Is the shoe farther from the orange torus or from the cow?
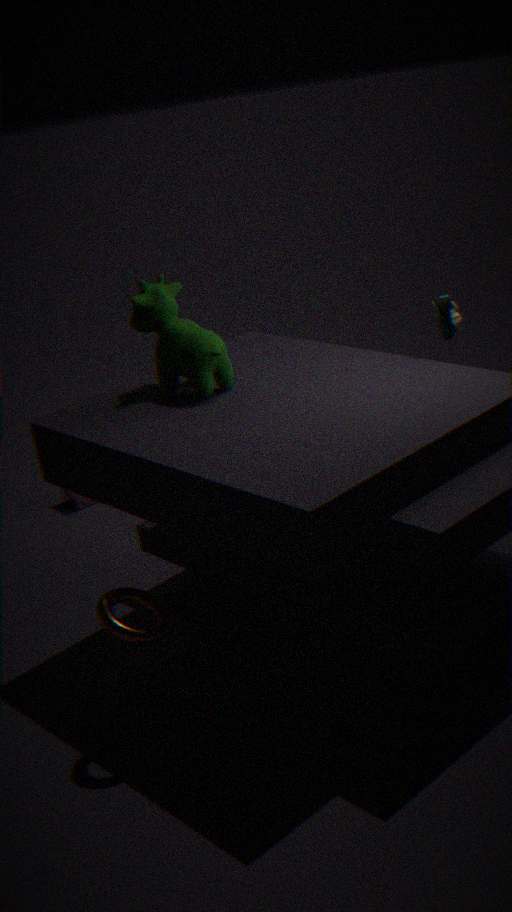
the orange torus
